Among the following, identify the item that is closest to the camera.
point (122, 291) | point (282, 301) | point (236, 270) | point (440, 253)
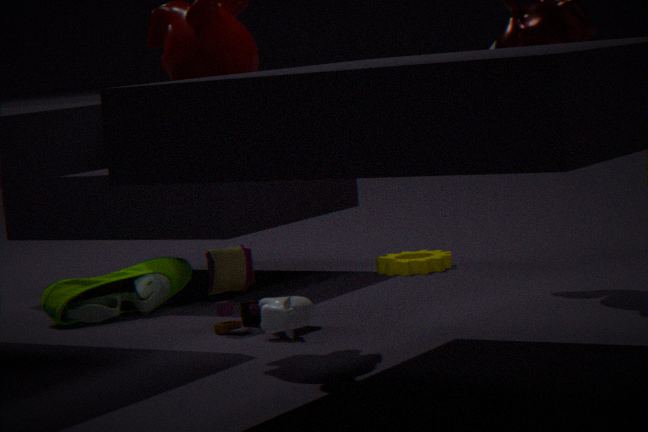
point (282, 301)
